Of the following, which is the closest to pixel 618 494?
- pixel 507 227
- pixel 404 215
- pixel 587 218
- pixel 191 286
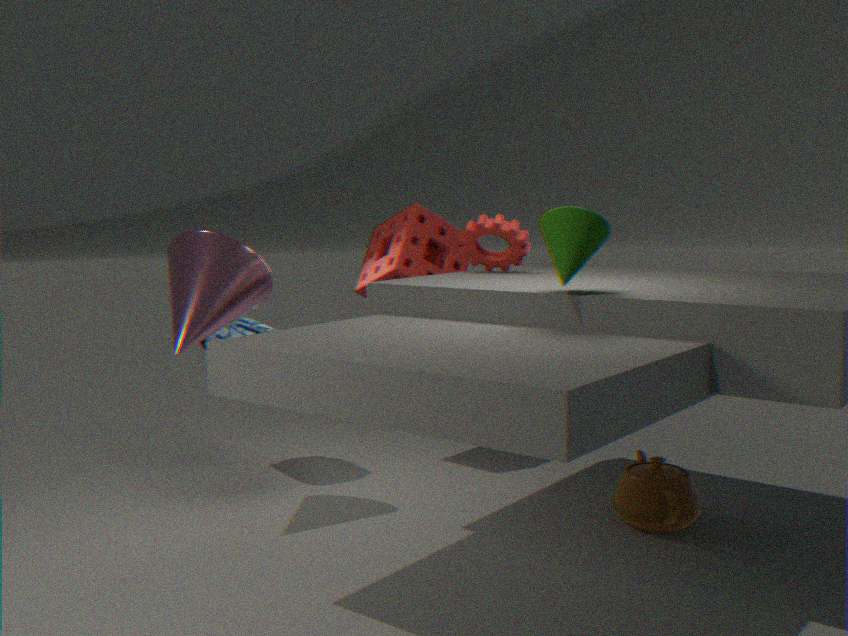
pixel 507 227
